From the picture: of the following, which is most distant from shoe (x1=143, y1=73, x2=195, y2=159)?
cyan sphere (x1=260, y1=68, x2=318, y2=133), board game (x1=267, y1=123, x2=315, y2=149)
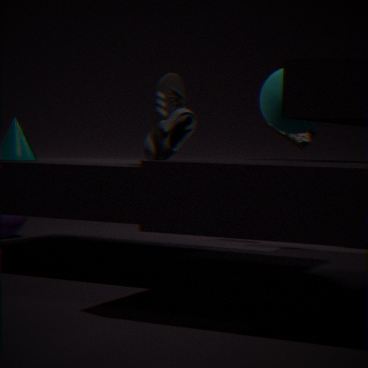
board game (x1=267, y1=123, x2=315, y2=149)
